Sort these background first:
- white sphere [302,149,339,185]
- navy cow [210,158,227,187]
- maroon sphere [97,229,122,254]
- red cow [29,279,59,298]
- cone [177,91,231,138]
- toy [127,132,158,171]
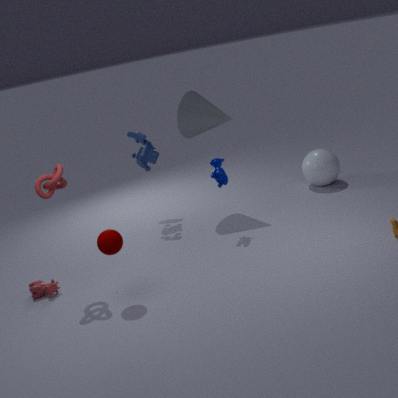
white sphere [302,149,339,185], toy [127,132,158,171], cone [177,91,231,138], navy cow [210,158,227,187], red cow [29,279,59,298], maroon sphere [97,229,122,254]
